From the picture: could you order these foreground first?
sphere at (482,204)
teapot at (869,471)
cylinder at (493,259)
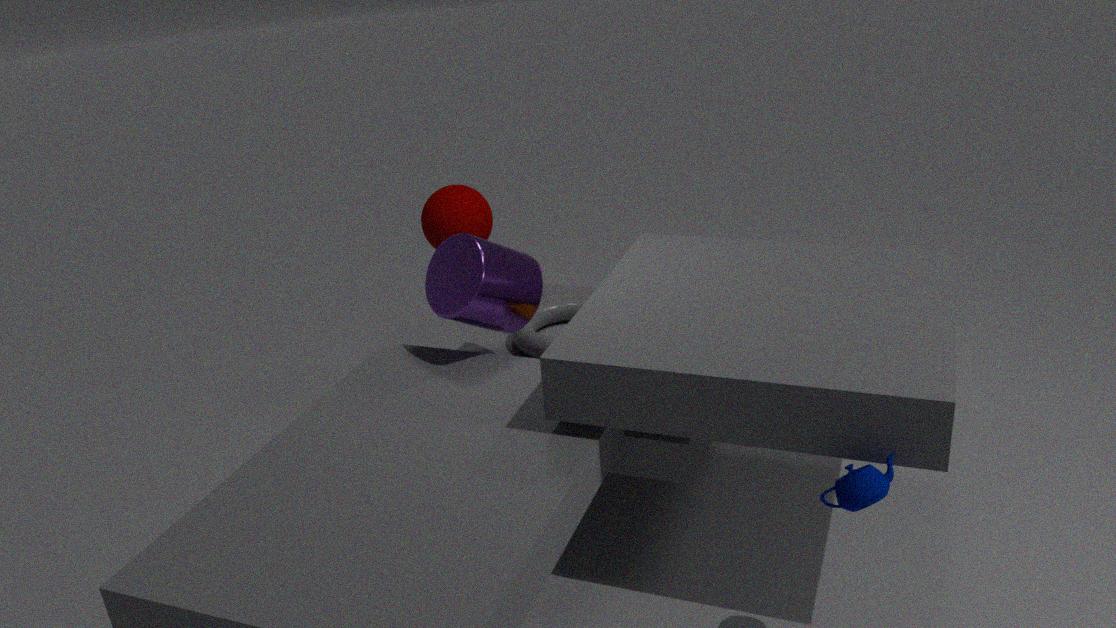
teapot at (869,471) → cylinder at (493,259) → sphere at (482,204)
